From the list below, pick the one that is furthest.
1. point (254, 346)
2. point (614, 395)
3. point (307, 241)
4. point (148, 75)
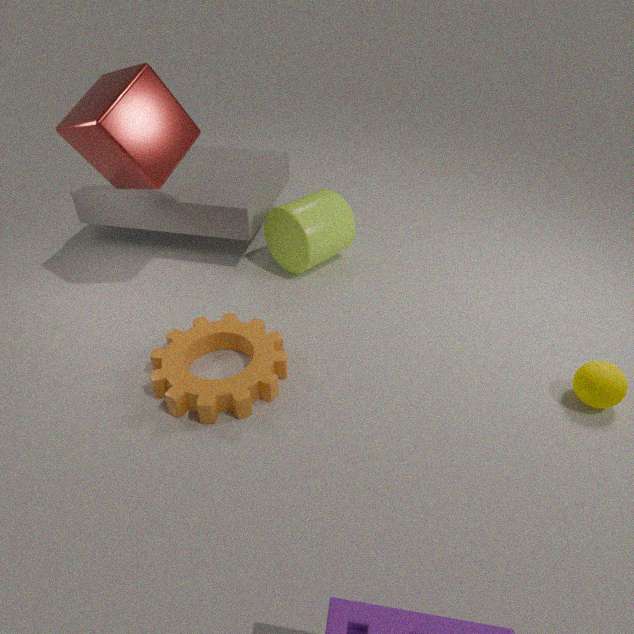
point (307, 241)
